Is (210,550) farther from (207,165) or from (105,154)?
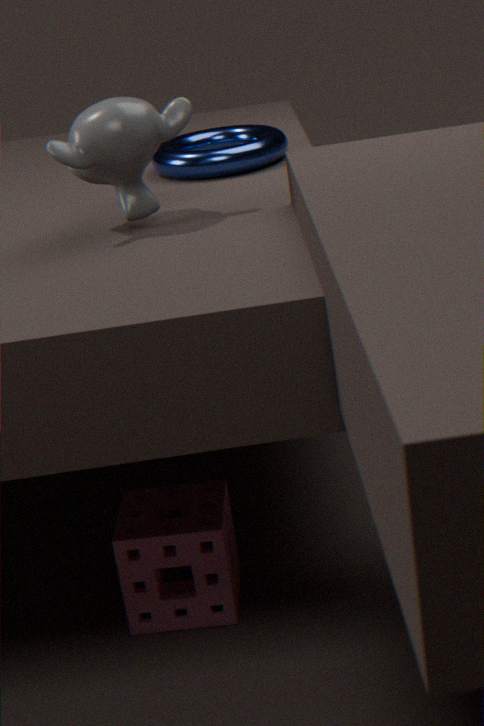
(207,165)
